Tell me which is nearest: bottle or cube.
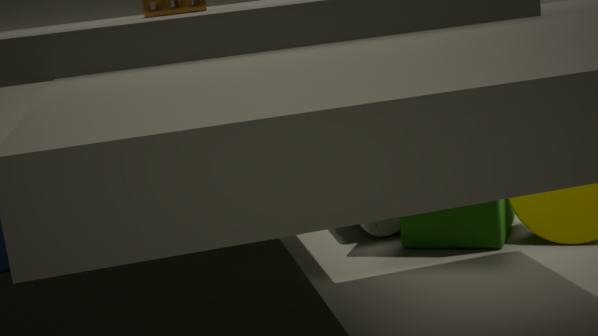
cube
